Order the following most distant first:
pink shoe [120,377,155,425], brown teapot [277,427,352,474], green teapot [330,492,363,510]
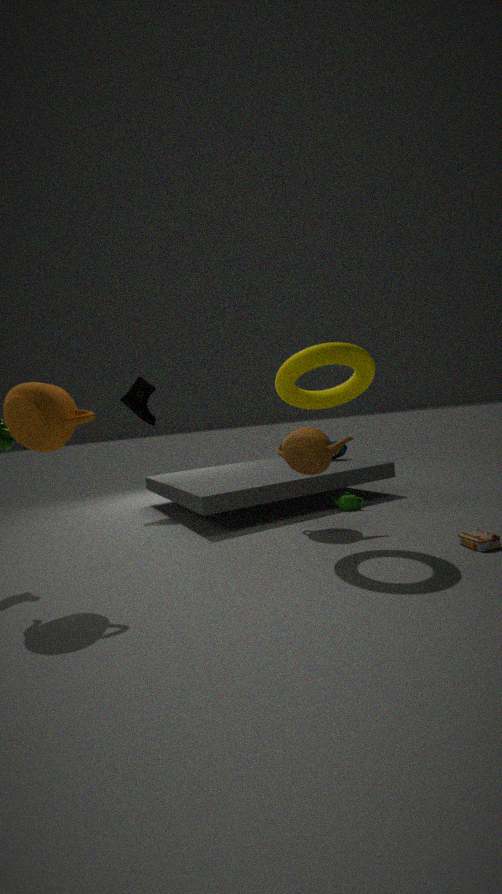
1. pink shoe [120,377,155,425]
2. green teapot [330,492,363,510]
3. brown teapot [277,427,352,474]
